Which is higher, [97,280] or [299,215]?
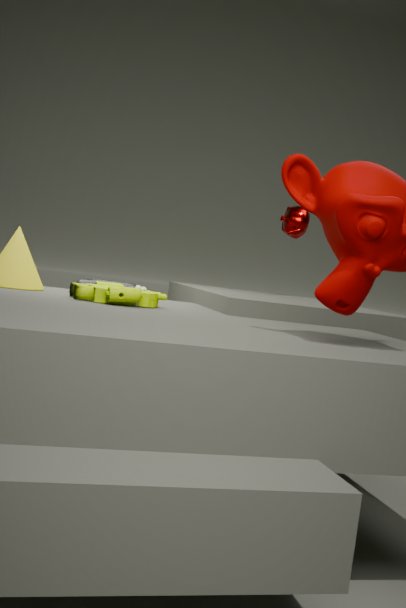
[299,215]
